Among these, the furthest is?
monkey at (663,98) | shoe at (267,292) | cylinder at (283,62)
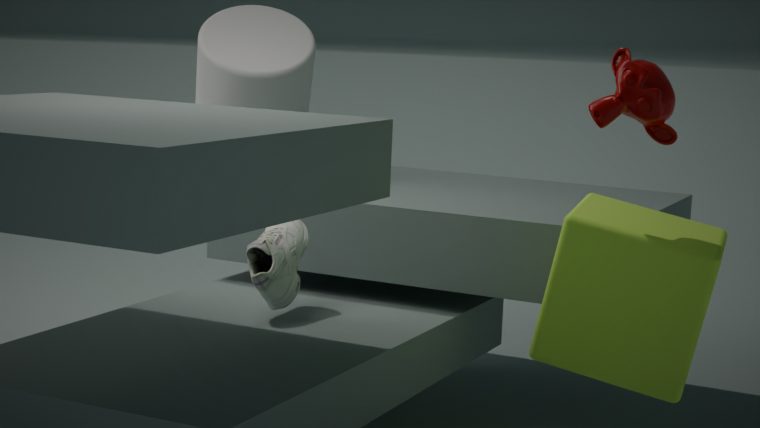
cylinder at (283,62)
